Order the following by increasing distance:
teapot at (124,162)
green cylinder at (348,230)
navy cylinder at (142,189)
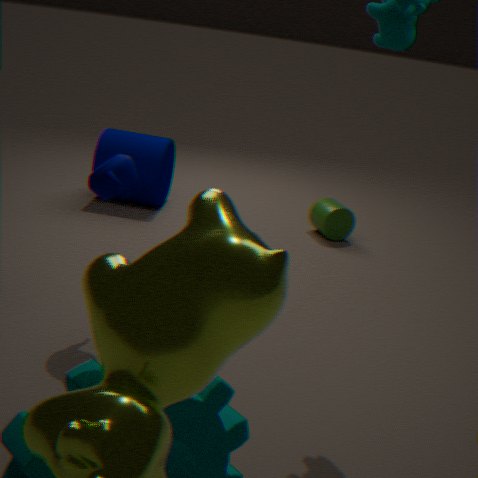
teapot at (124,162) < navy cylinder at (142,189) < green cylinder at (348,230)
